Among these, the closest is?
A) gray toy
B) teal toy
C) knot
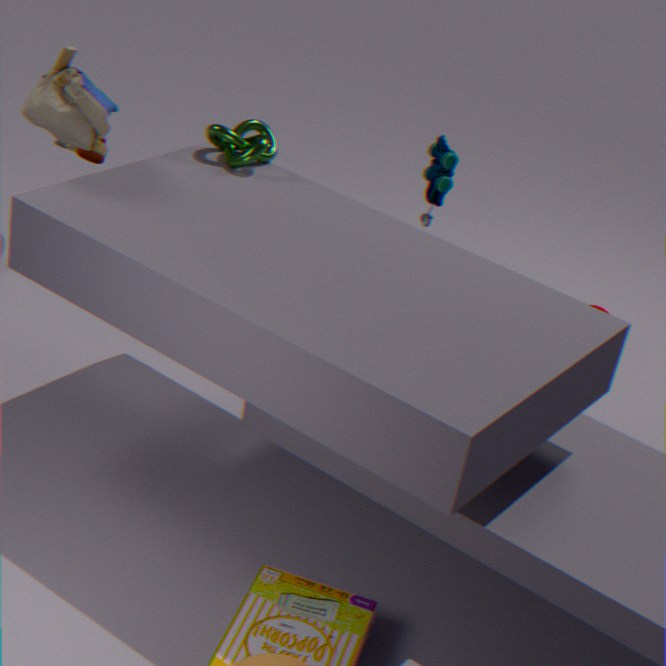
A. gray toy
